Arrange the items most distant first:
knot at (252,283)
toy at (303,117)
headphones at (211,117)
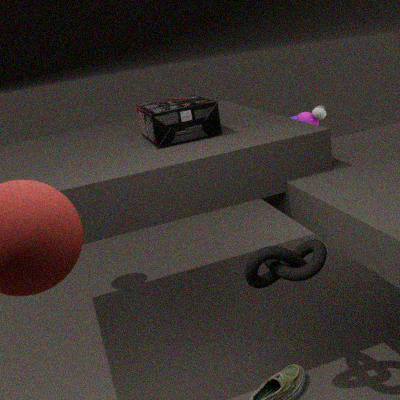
1. toy at (303,117)
2. headphones at (211,117)
3. knot at (252,283)
